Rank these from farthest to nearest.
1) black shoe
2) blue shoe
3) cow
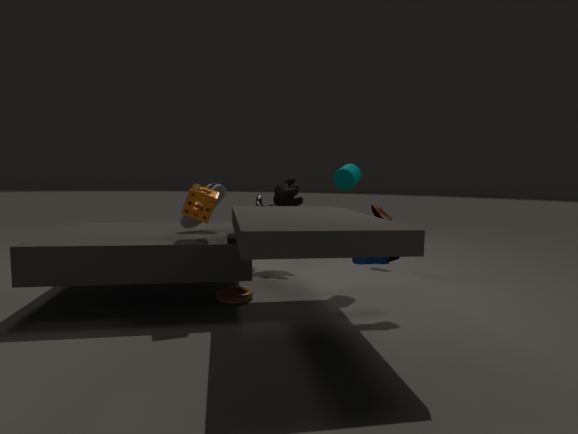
3. cow
1. black shoe
2. blue shoe
